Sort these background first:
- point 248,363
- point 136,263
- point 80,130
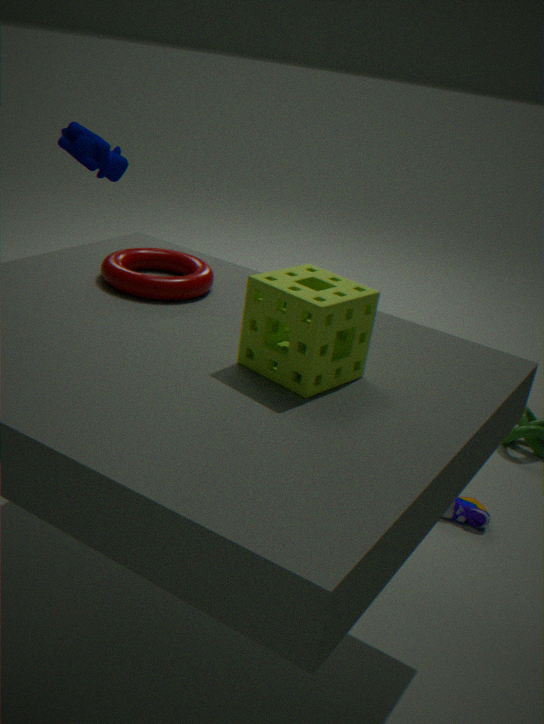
point 80,130, point 136,263, point 248,363
